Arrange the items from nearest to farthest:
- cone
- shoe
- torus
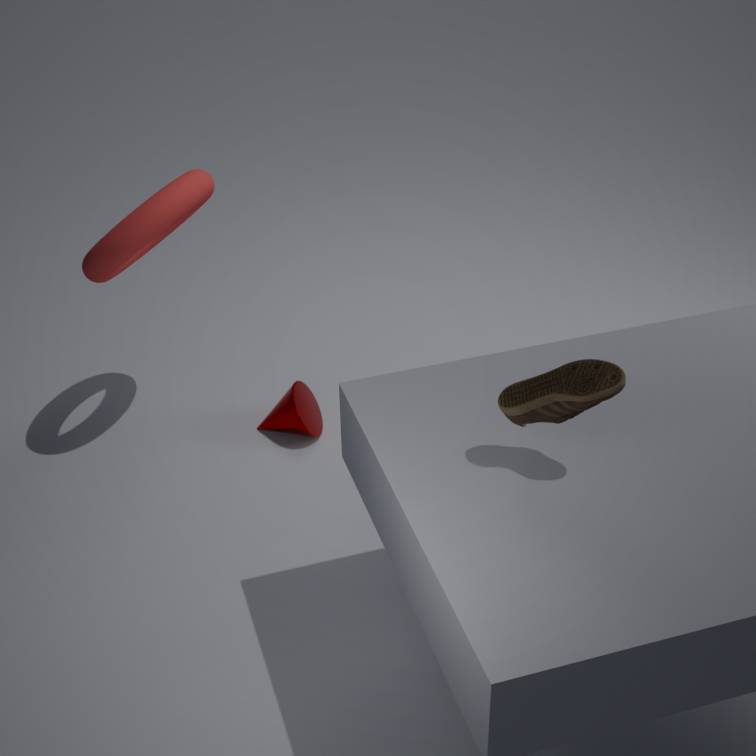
shoe, torus, cone
